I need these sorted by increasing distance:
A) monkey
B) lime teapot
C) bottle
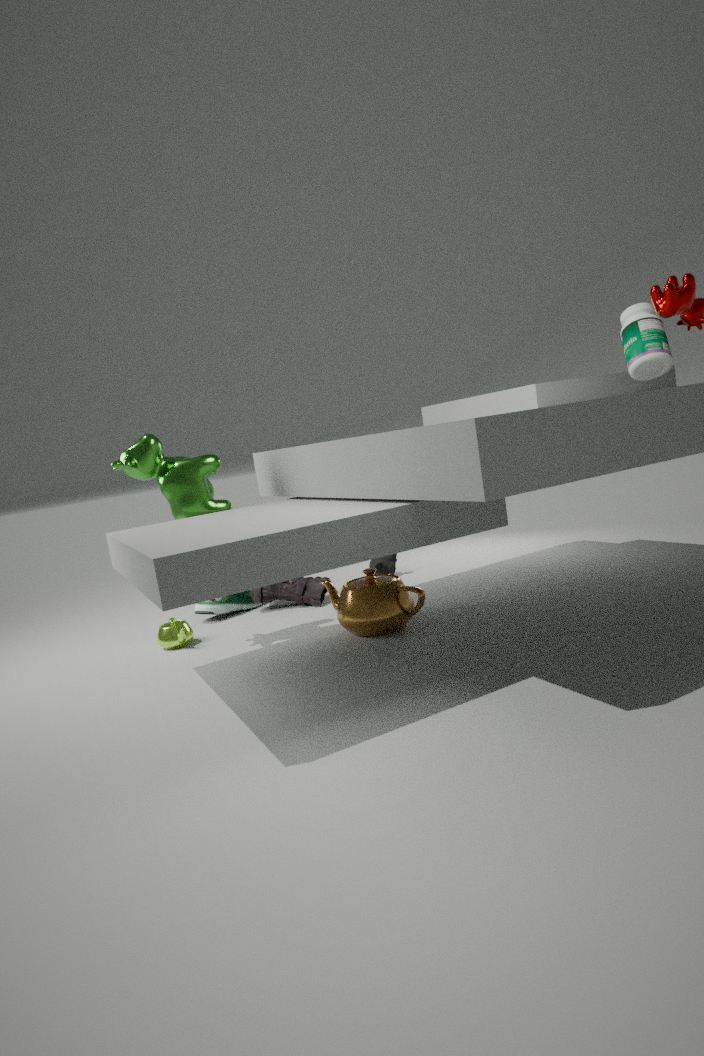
bottle < lime teapot < monkey
